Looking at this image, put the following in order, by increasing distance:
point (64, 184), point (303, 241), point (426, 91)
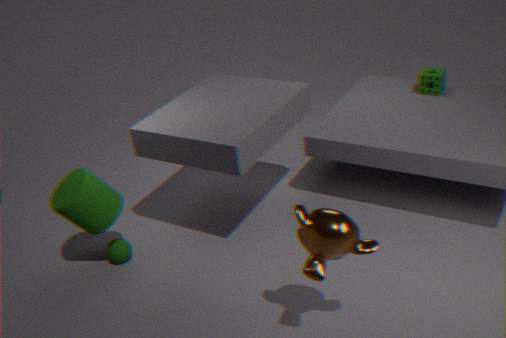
point (303, 241), point (64, 184), point (426, 91)
